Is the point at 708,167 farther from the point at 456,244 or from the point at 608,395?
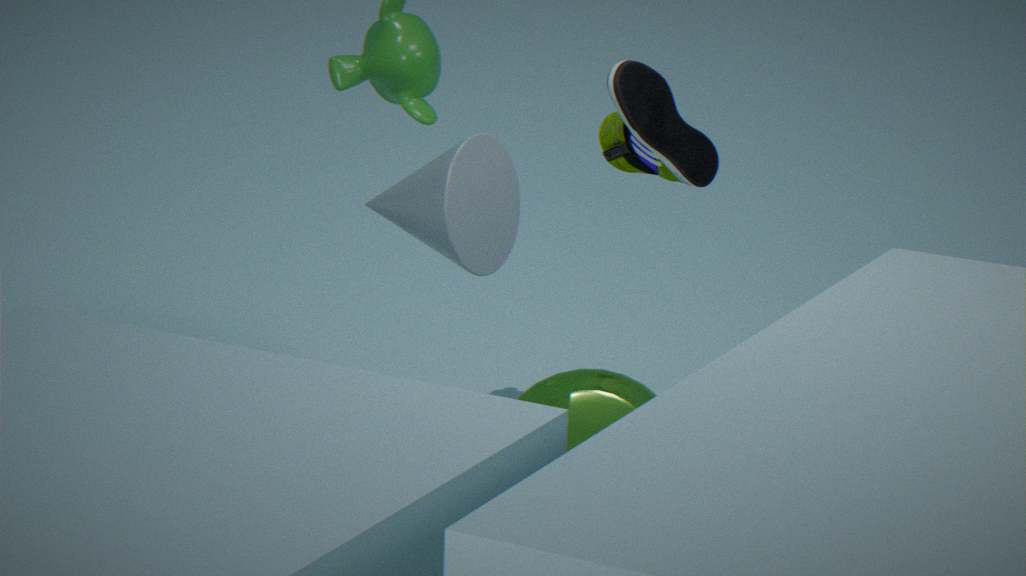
the point at 608,395
